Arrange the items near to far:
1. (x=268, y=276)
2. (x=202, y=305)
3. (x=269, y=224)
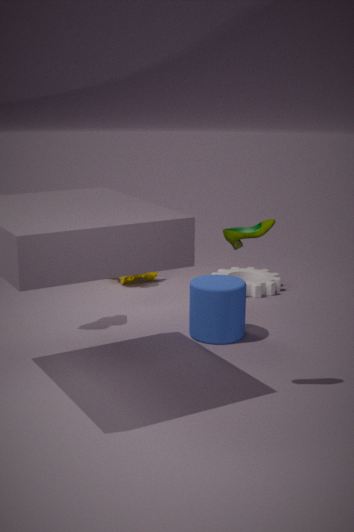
(x=269, y=224)
(x=202, y=305)
(x=268, y=276)
